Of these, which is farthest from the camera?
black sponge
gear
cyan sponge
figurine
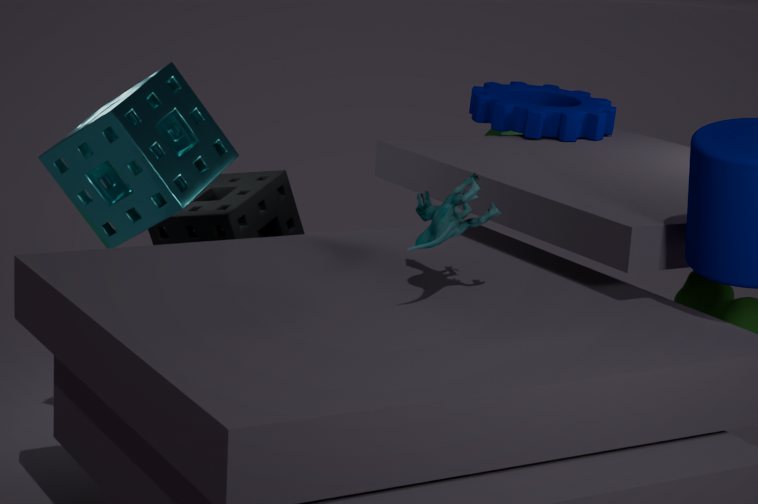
gear
